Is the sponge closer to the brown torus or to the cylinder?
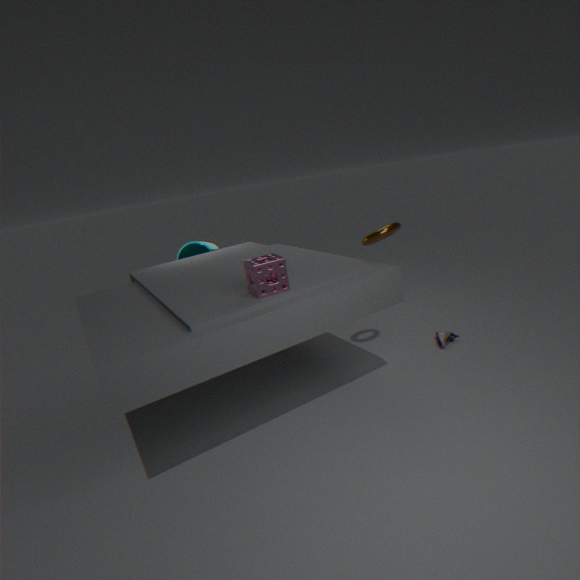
the brown torus
